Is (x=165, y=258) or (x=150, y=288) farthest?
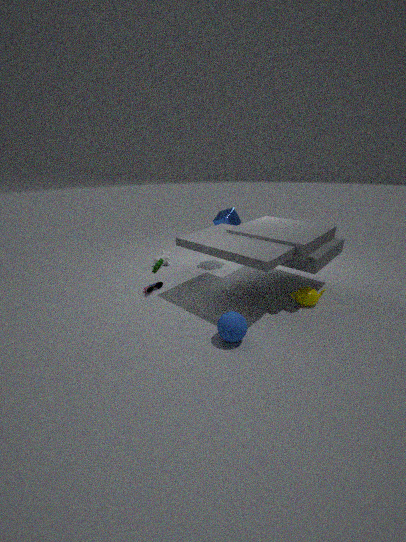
(x=165, y=258)
